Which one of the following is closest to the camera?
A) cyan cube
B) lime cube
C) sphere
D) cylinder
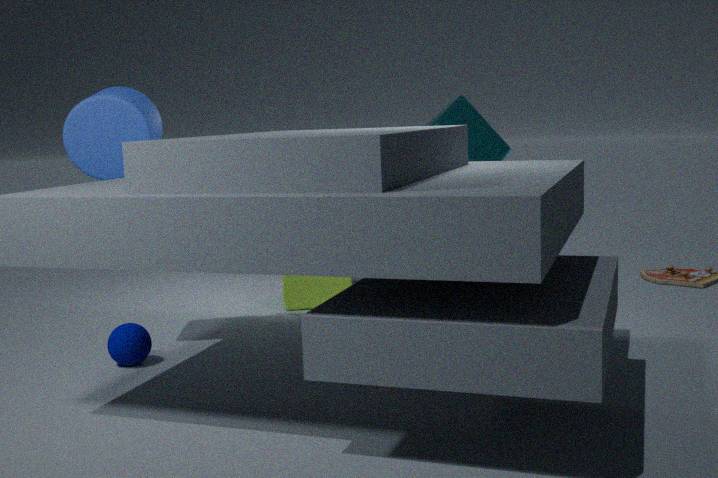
cylinder
